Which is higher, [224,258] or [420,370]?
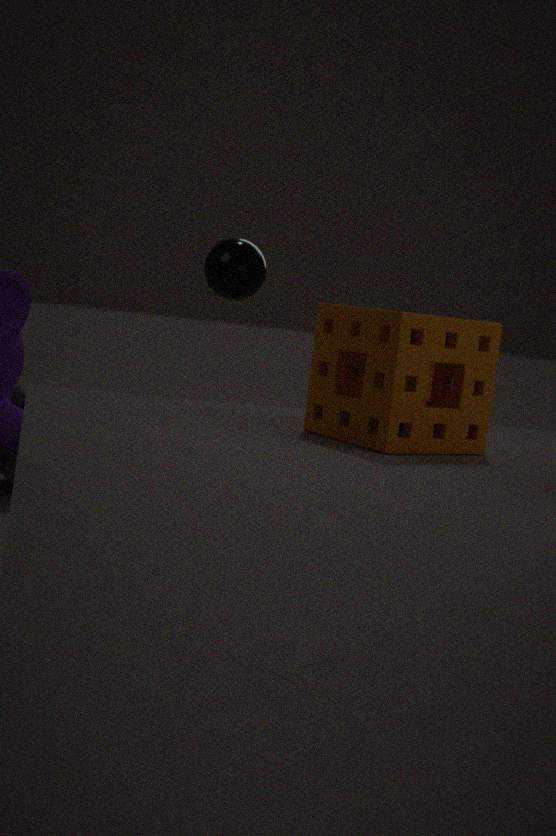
[224,258]
